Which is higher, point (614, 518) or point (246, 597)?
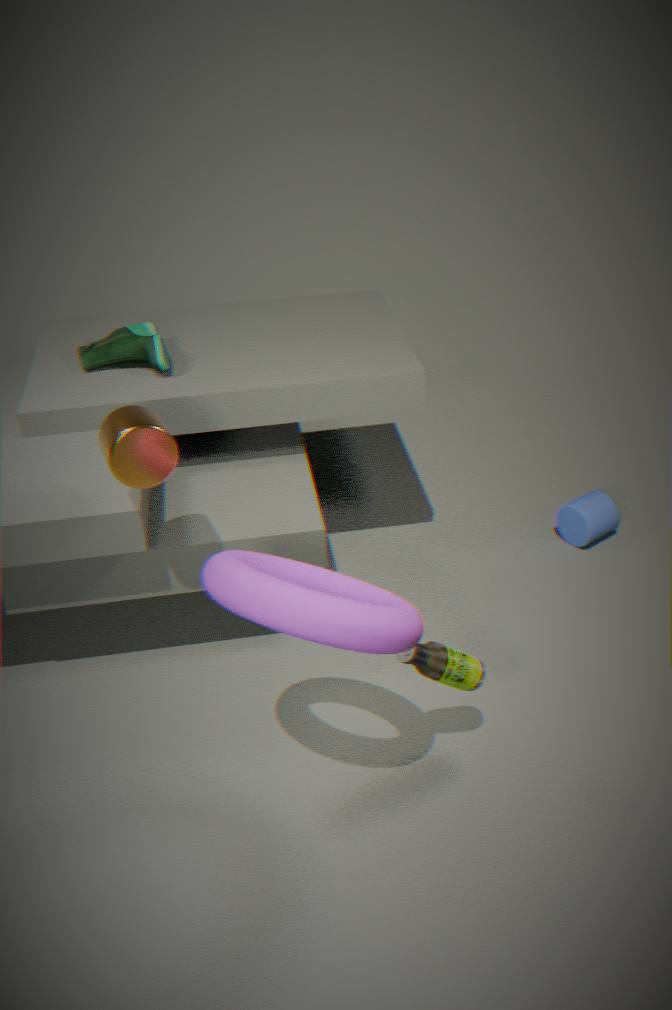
point (246, 597)
